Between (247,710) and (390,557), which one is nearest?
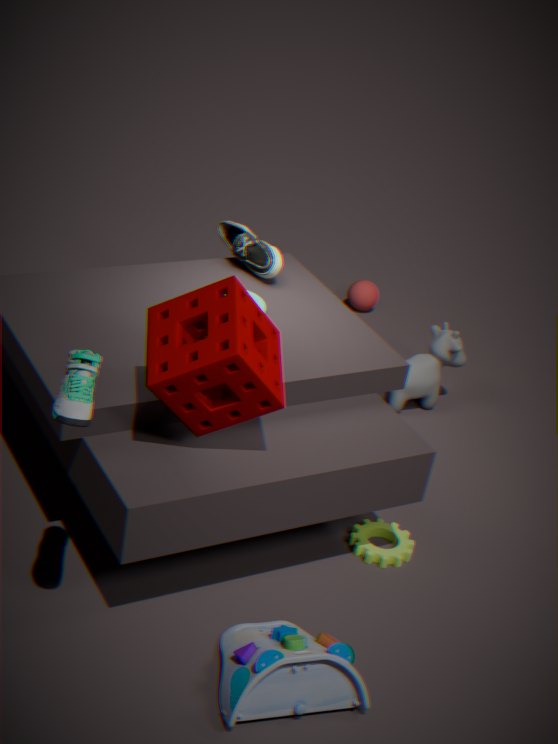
(247,710)
